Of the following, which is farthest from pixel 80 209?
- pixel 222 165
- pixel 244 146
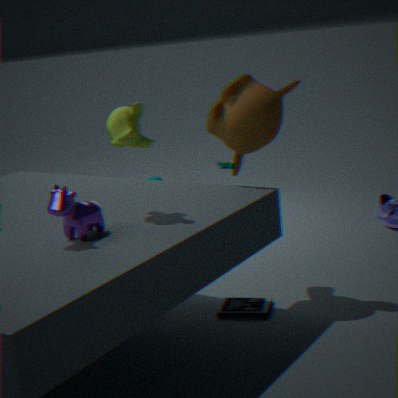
pixel 222 165
